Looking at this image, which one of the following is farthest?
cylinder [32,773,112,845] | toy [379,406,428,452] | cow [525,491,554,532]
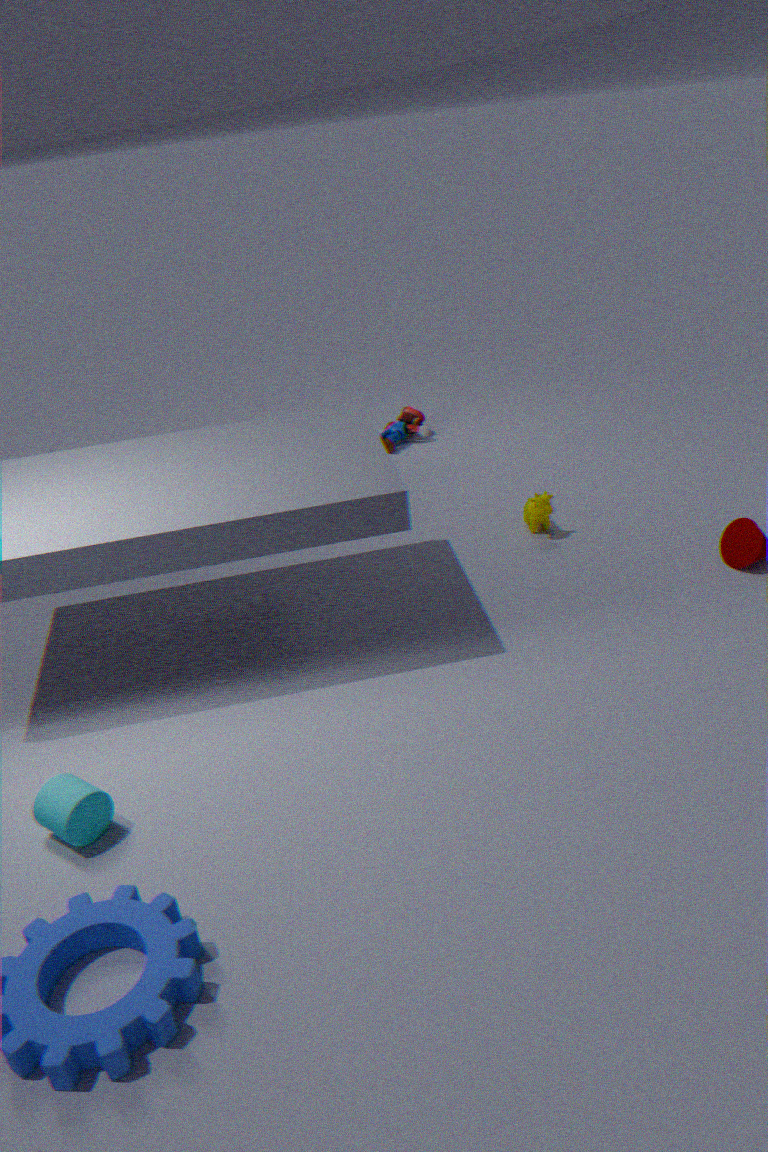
toy [379,406,428,452]
